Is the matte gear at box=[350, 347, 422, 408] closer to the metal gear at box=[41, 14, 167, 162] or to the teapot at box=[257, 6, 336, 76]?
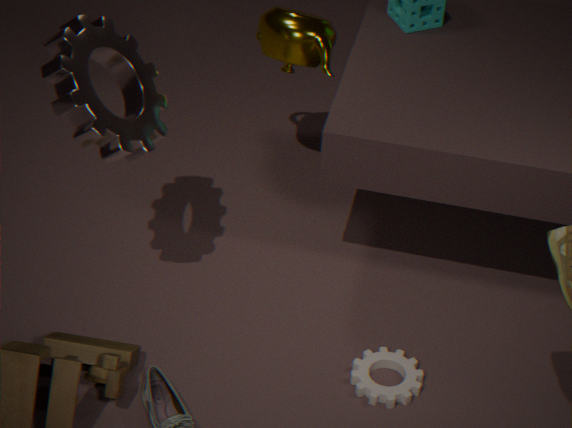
the metal gear at box=[41, 14, 167, 162]
